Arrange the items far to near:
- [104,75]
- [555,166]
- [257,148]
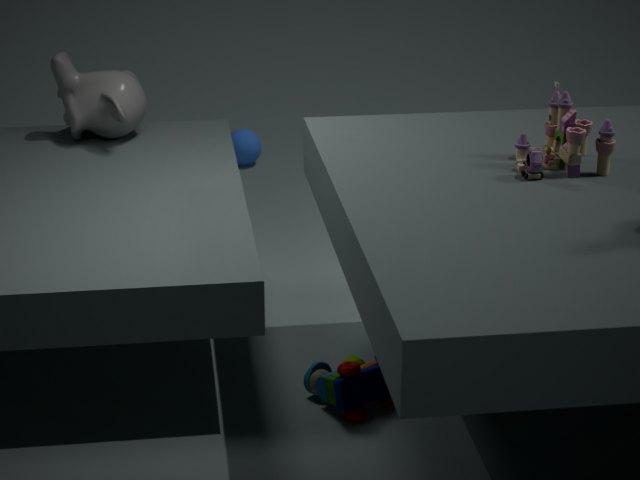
1. [257,148]
2. [104,75]
3. [555,166]
